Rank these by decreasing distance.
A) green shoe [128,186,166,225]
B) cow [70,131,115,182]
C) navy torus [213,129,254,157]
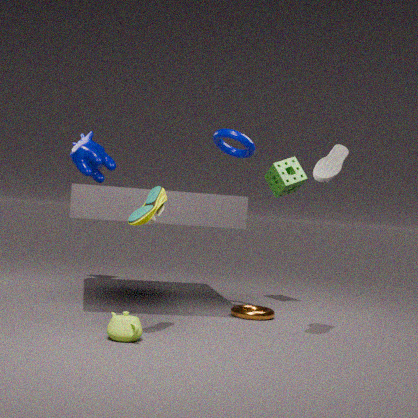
1. cow [70,131,115,182]
2. navy torus [213,129,254,157]
3. green shoe [128,186,166,225]
